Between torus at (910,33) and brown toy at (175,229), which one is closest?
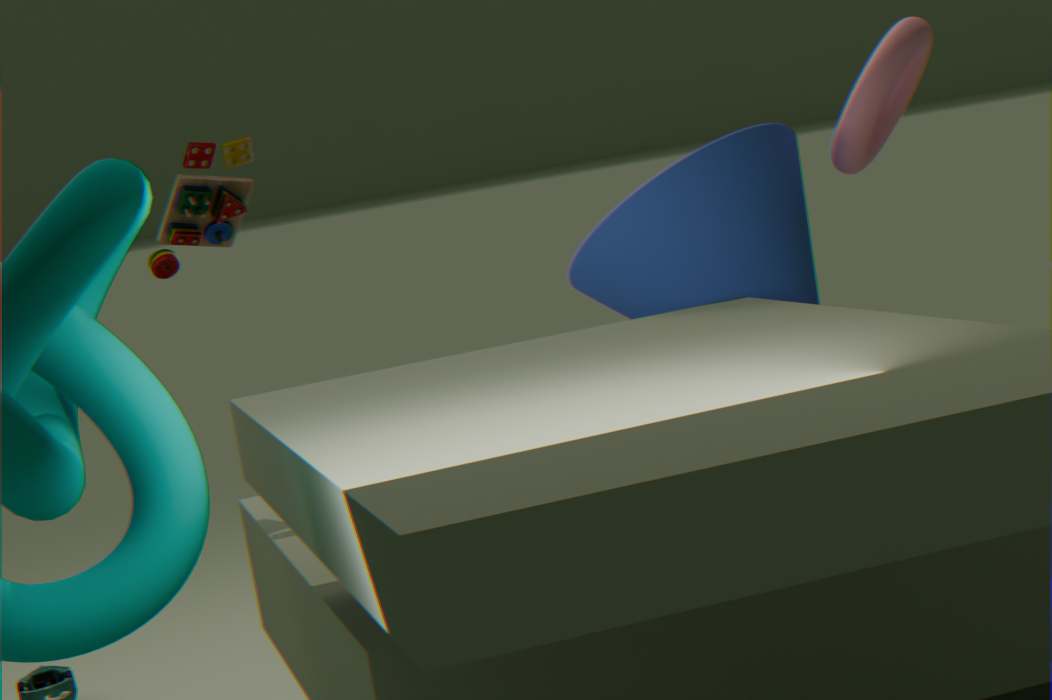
torus at (910,33)
